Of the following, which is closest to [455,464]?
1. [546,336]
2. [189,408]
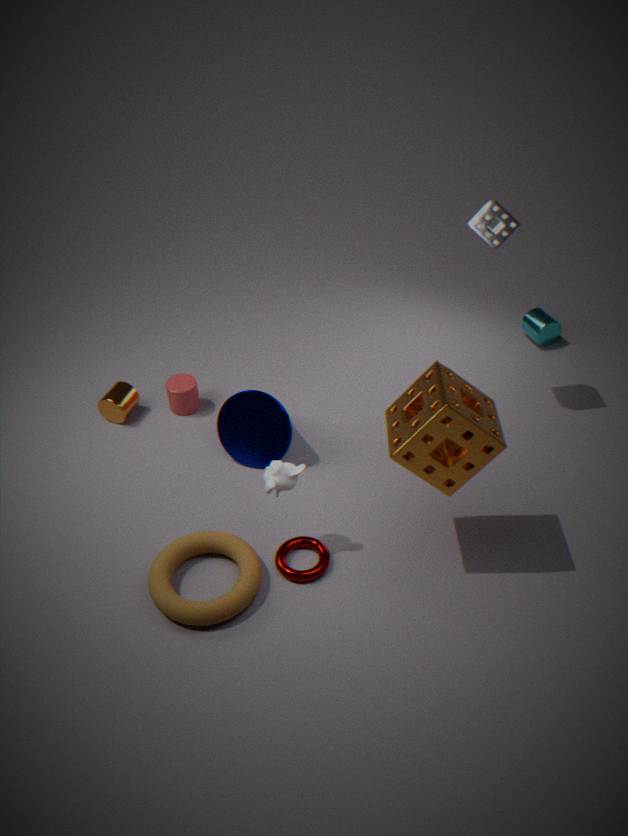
[189,408]
